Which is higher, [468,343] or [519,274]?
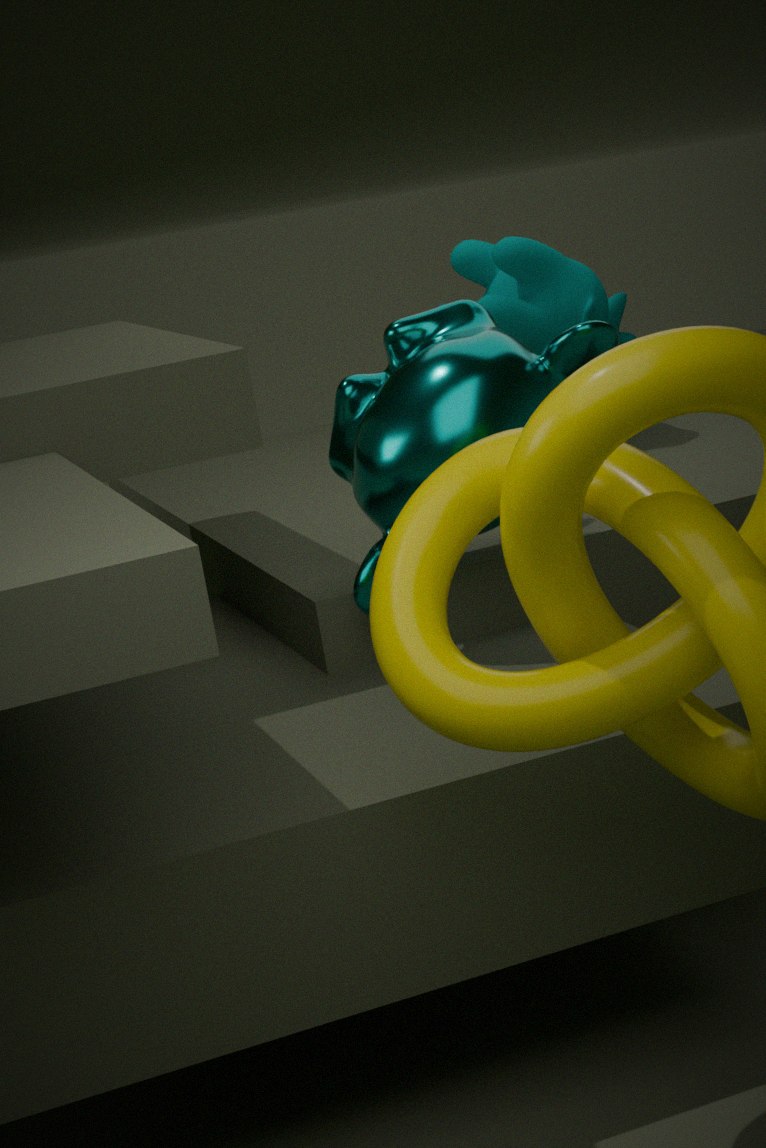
[519,274]
